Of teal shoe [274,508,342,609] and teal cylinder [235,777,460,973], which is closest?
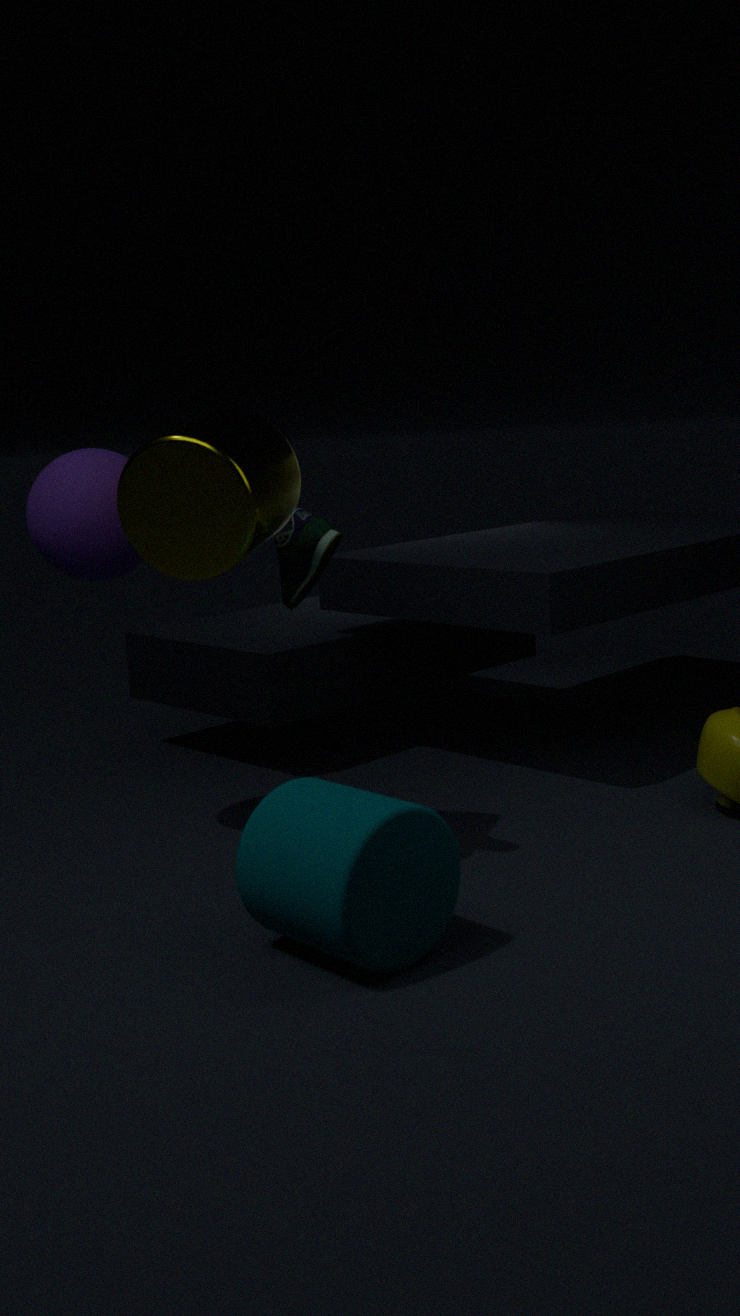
teal cylinder [235,777,460,973]
